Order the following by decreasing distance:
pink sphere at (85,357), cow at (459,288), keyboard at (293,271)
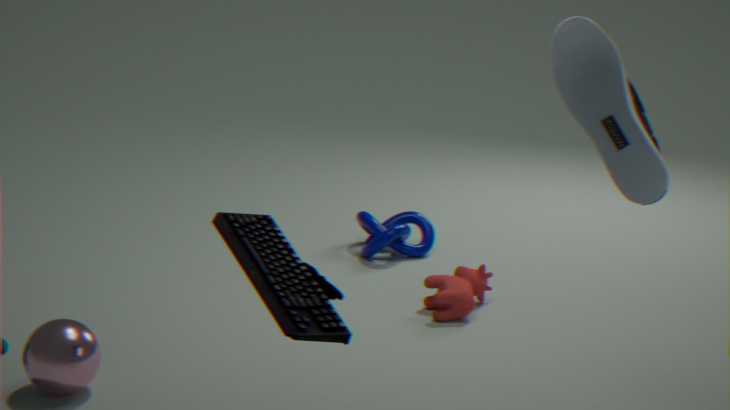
cow at (459,288) < pink sphere at (85,357) < keyboard at (293,271)
